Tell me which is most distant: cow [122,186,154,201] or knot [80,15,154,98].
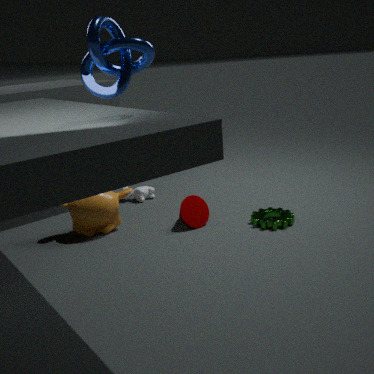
cow [122,186,154,201]
